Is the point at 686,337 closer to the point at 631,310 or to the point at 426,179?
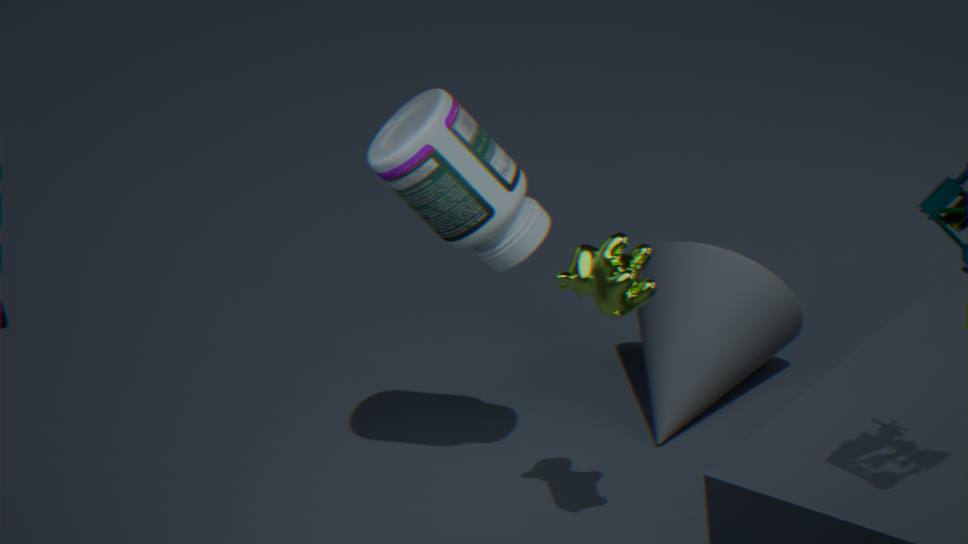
the point at 631,310
